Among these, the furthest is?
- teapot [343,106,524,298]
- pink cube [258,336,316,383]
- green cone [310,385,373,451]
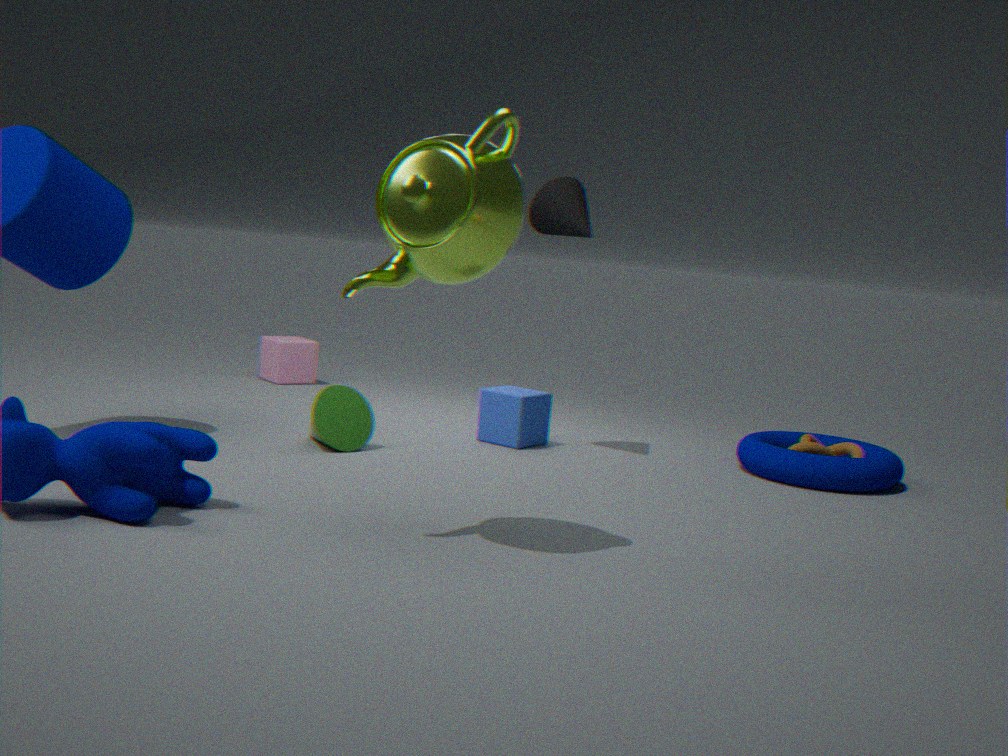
pink cube [258,336,316,383]
